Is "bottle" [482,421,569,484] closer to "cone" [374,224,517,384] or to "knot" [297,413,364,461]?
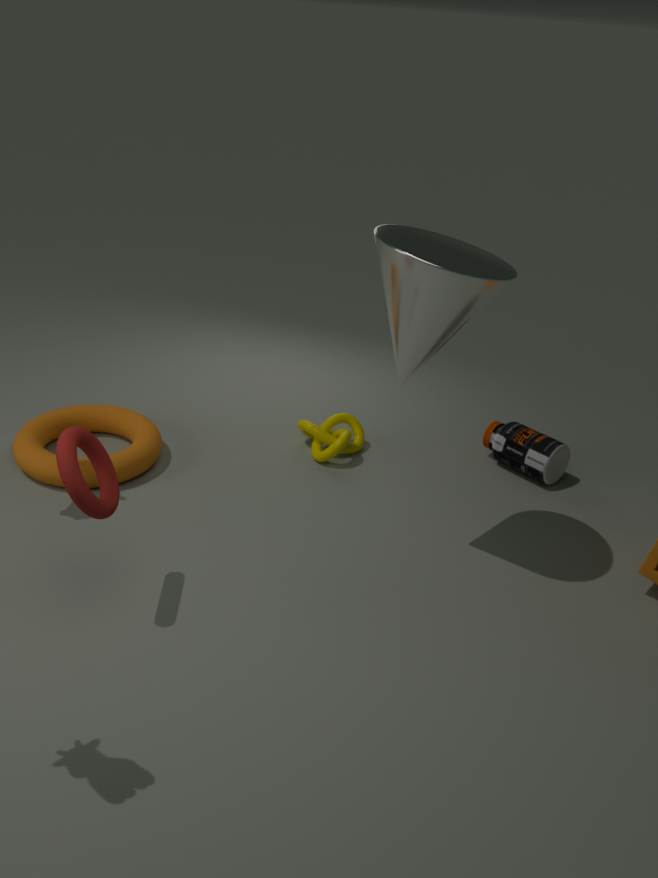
"knot" [297,413,364,461]
